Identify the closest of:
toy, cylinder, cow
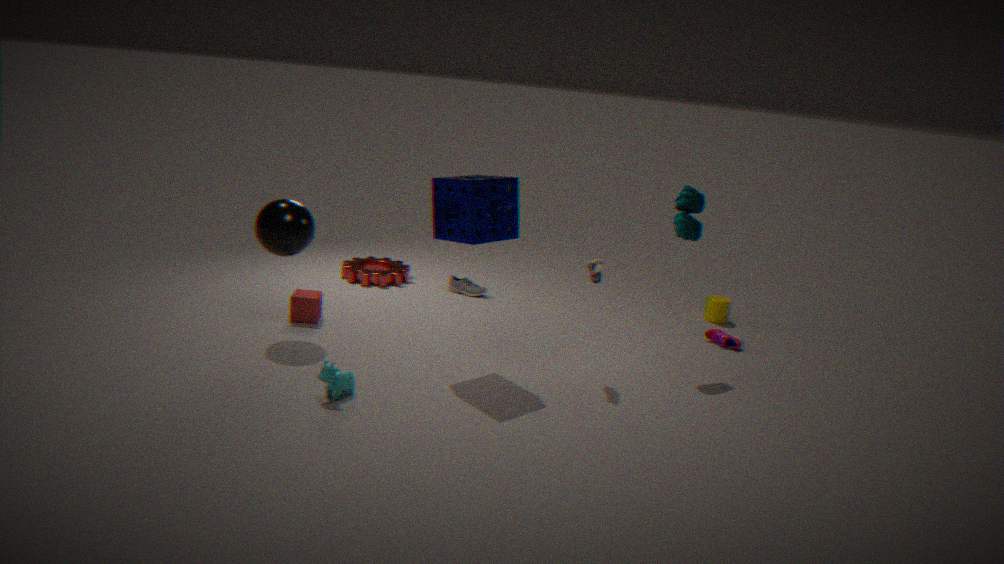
cow
